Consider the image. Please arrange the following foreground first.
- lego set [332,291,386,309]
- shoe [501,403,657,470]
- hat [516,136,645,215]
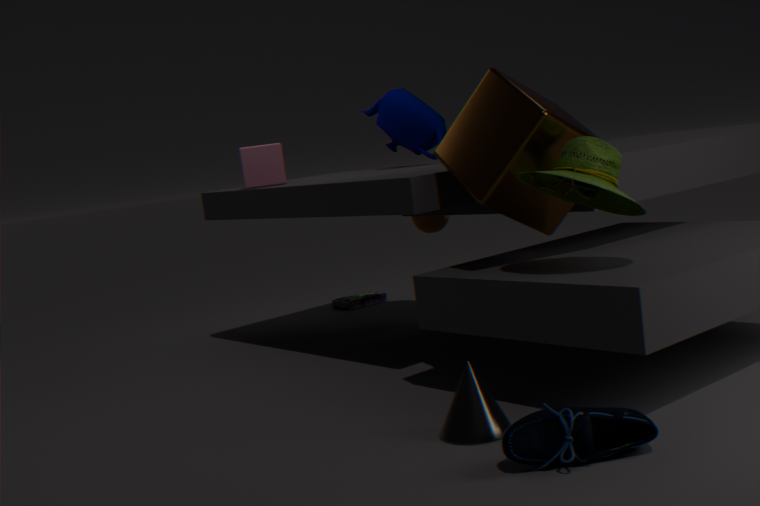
shoe [501,403,657,470] → hat [516,136,645,215] → lego set [332,291,386,309]
